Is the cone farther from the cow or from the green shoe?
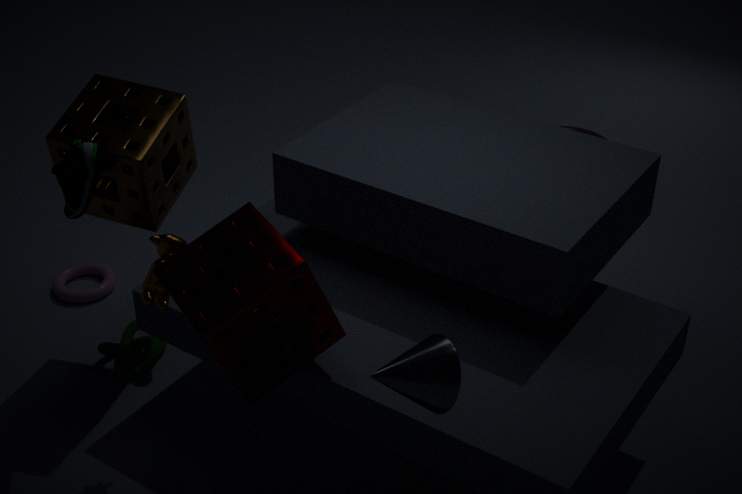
the green shoe
